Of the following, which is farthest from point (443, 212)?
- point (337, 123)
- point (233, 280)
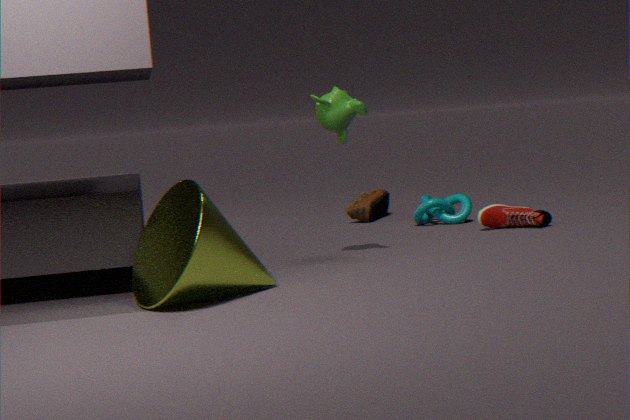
point (233, 280)
